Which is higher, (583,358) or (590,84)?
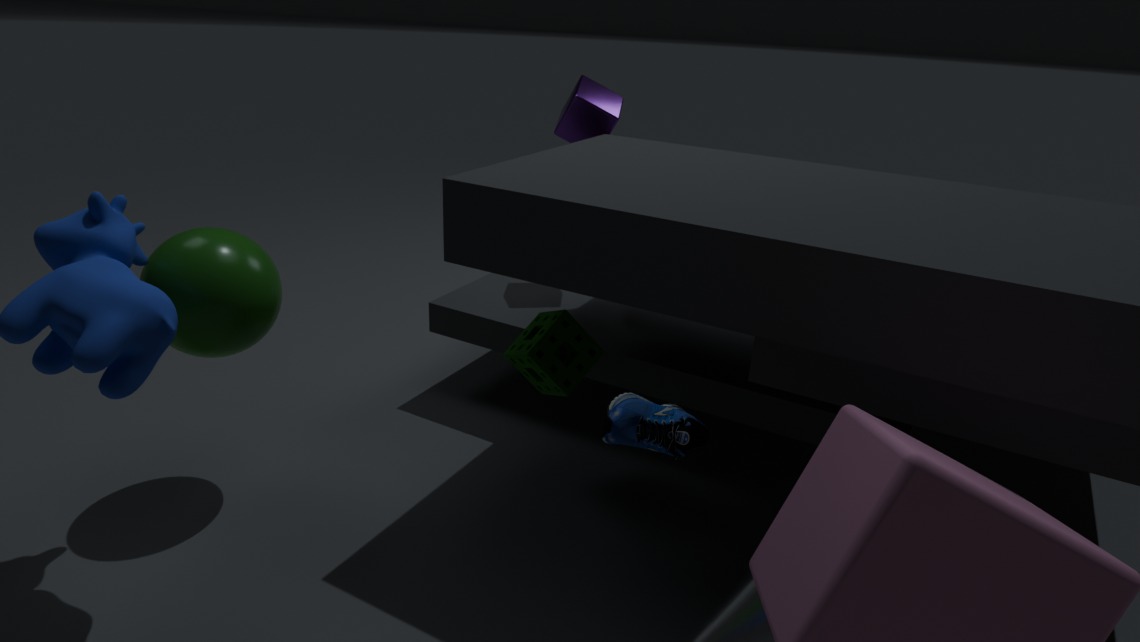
(590,84)
